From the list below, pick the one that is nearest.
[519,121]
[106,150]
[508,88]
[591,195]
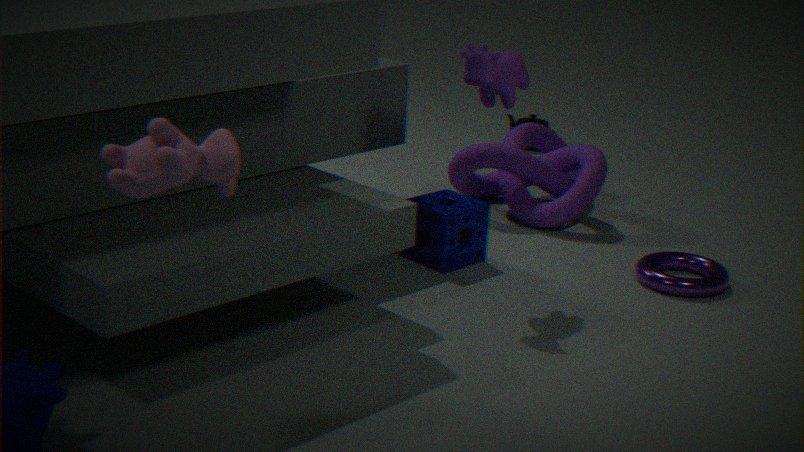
[106,150]
